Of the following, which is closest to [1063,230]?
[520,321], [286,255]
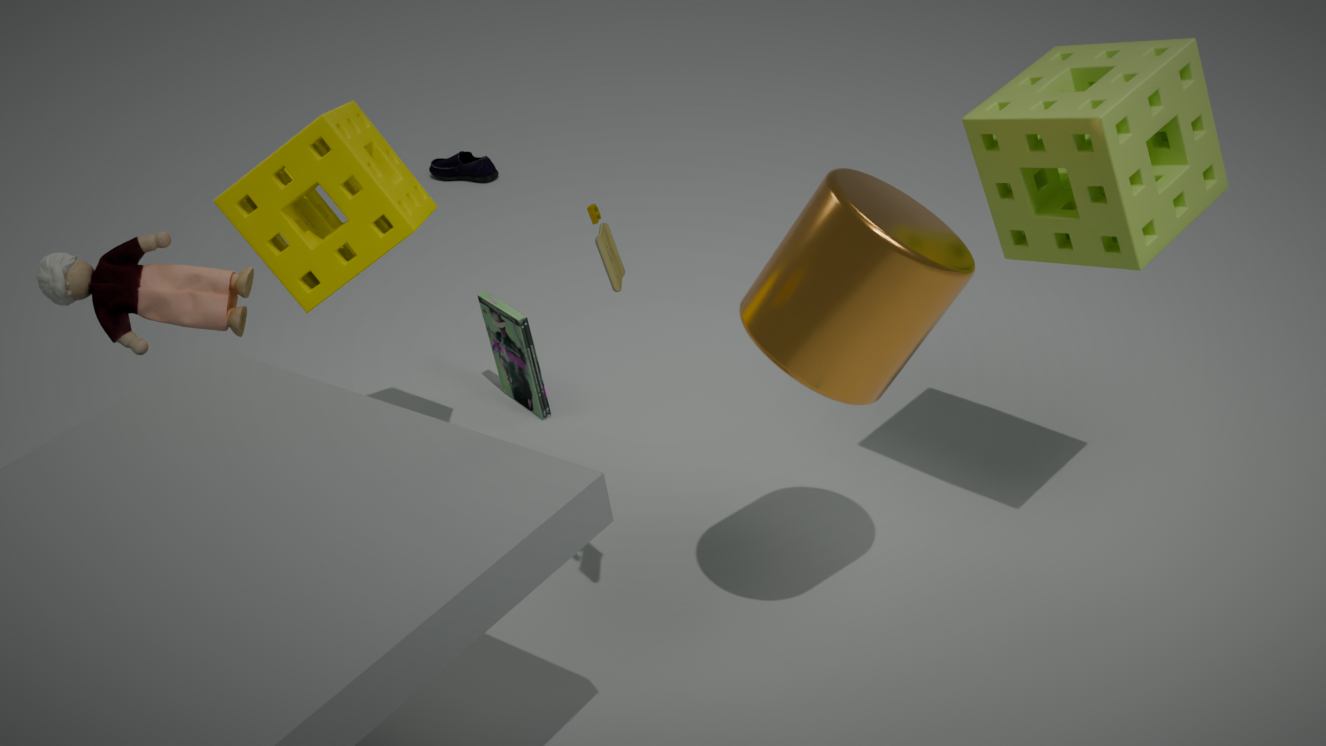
[286,255]
